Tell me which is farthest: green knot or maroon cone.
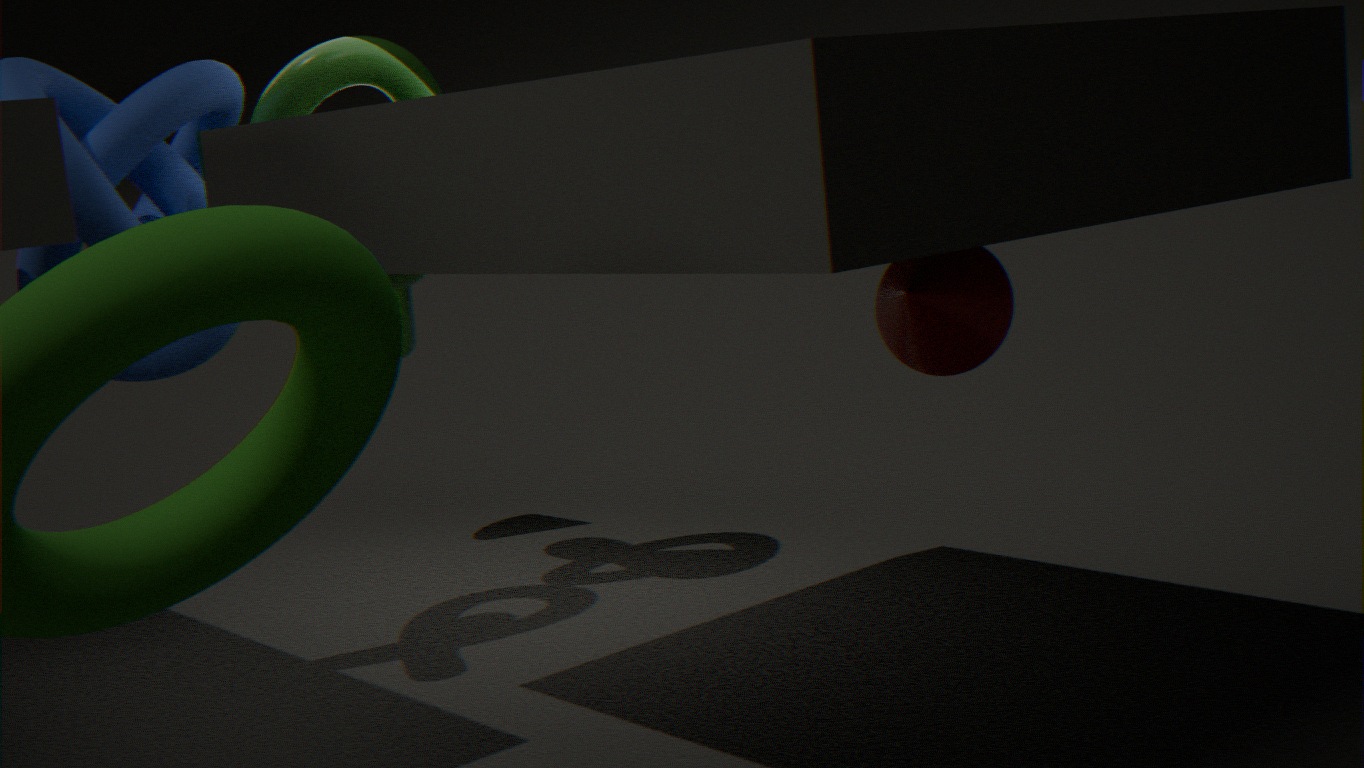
green knot
